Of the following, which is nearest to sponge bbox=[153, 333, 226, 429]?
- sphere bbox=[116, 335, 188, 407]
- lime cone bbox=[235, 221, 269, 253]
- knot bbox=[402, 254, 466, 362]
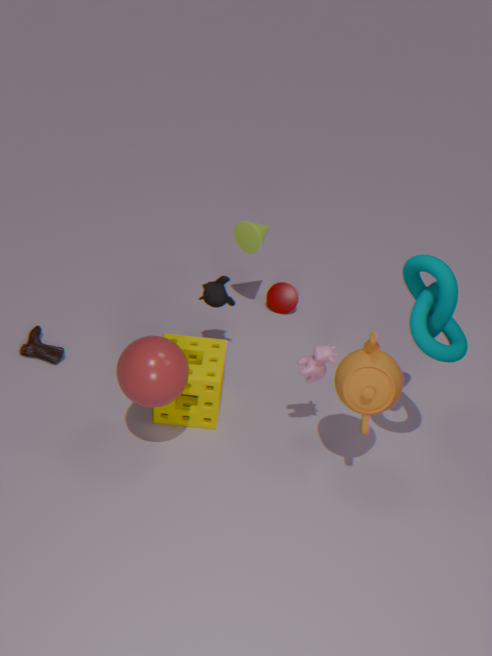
sphere bbox=[116, 335, 188, 407]
